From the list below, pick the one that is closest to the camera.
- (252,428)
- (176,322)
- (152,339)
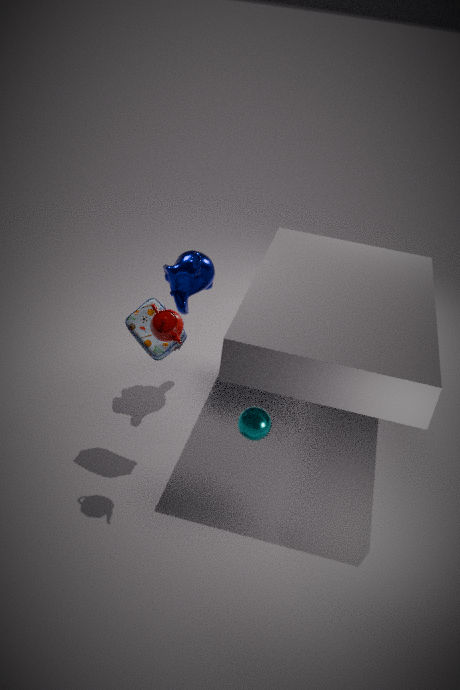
(176,322)
